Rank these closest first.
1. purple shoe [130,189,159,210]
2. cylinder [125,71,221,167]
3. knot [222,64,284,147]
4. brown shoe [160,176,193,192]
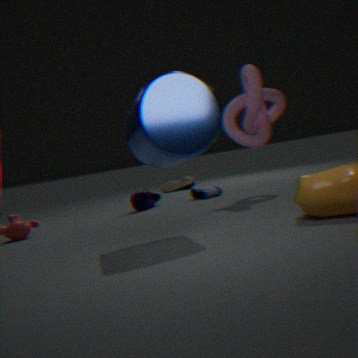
cylinder [125,71,221,167], knot [222,64,284,147], purple shoe [130,189,159,210], brown shoe [160,176,193,192]
